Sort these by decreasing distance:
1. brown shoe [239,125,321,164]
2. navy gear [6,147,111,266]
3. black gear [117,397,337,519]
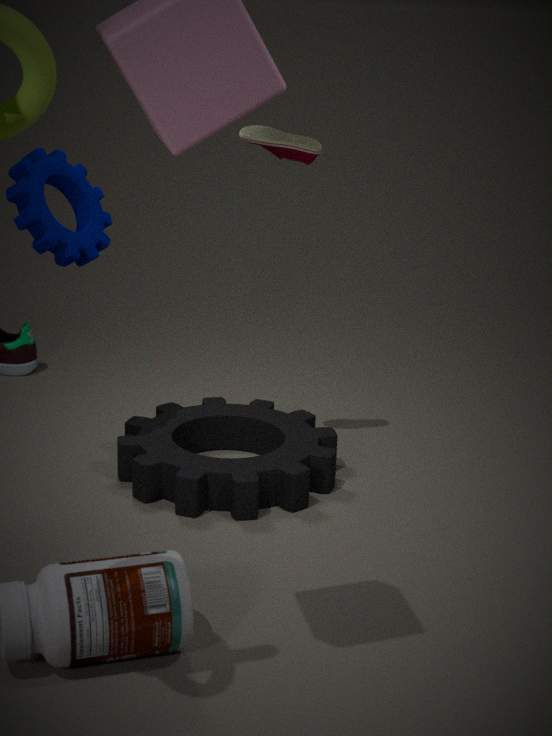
brown shoe [239,125,321,164], black gear [117,397,337,519], navy gear [6,147,111,266]
